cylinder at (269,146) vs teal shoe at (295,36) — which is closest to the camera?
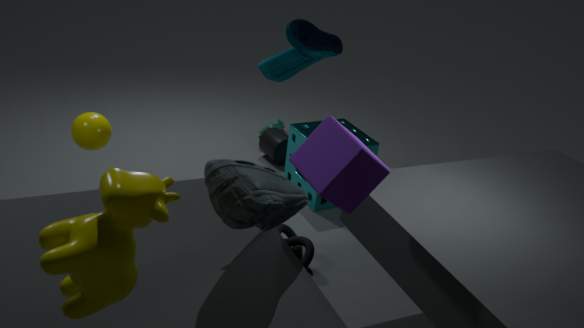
teal shoe at (295,36)
